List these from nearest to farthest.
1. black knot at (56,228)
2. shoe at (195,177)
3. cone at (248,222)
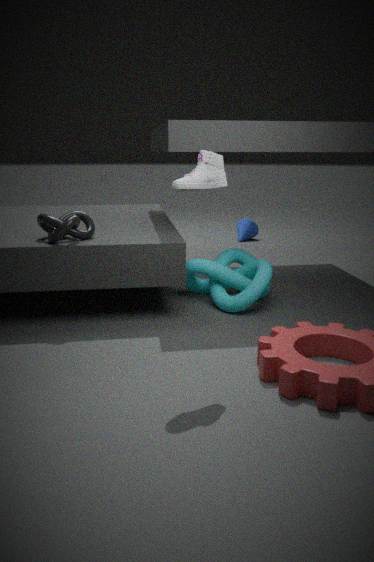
shoe at (195,177)
black knot at (56,228)
cone at (248,222)
